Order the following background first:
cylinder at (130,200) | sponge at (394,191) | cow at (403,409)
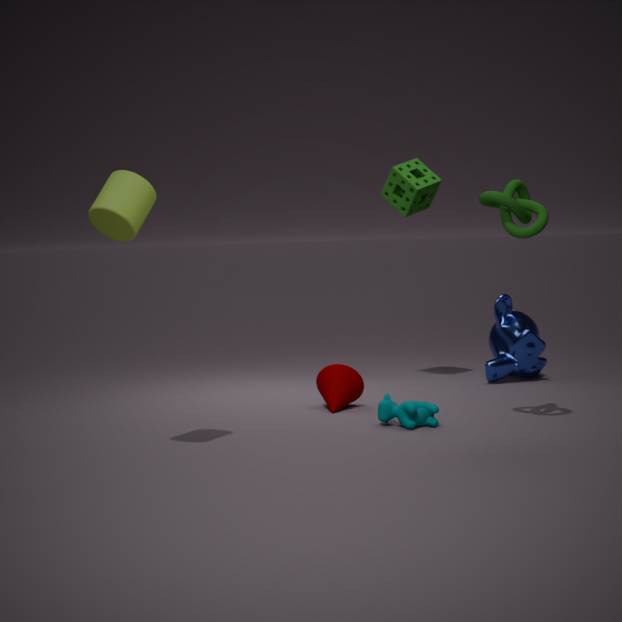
sponge at (394,191), cow at (403,409), cylinder at (130,200)
